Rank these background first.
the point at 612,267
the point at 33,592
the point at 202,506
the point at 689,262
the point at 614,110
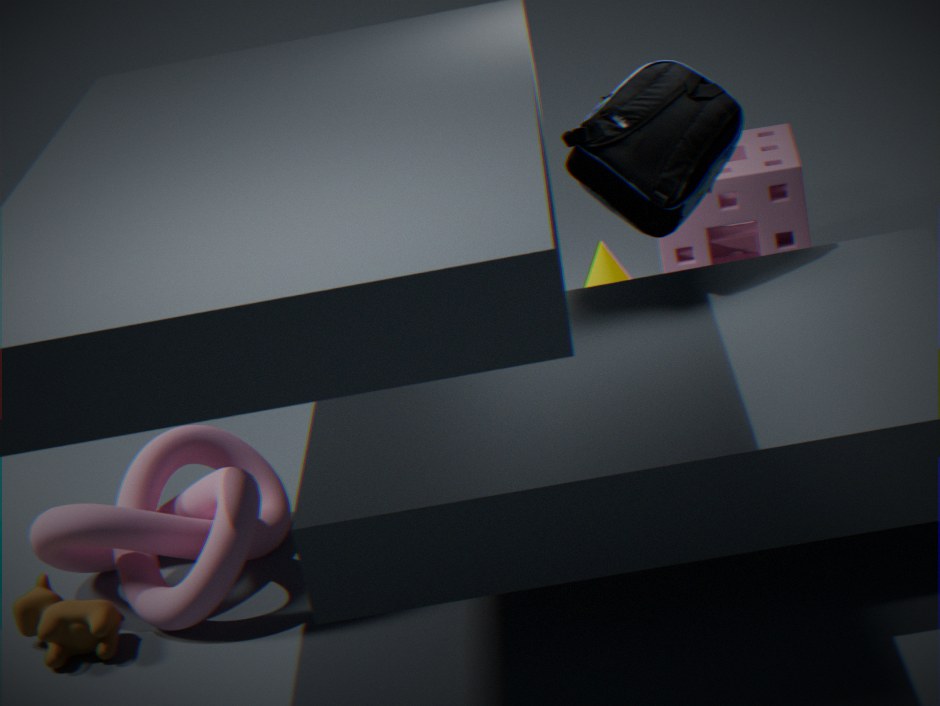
1. the point at 612,267
2. the point at 689,262
3. the point at 614,110
4. the point at 202,506
5. the point at 33,592
